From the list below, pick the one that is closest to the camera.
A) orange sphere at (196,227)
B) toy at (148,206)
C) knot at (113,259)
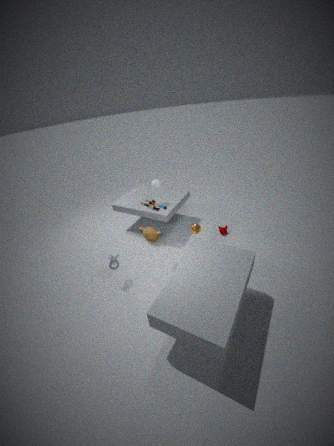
knot at (113,259)
